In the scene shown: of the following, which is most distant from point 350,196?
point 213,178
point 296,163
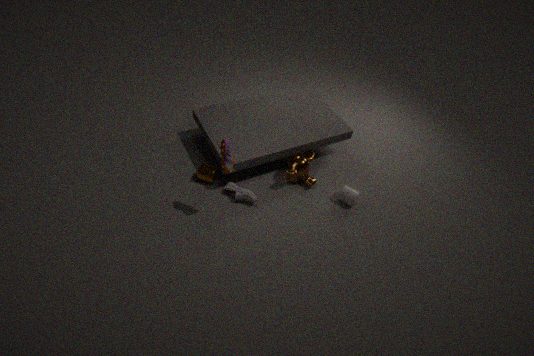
point 213,178
